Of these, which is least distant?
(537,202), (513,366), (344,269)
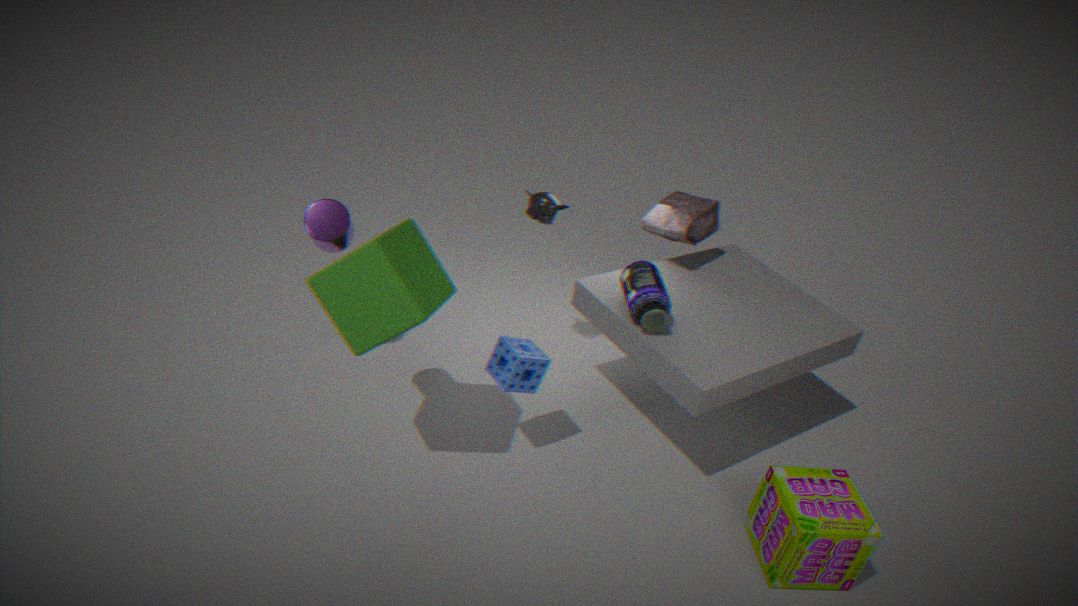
Answer: (344,269)
